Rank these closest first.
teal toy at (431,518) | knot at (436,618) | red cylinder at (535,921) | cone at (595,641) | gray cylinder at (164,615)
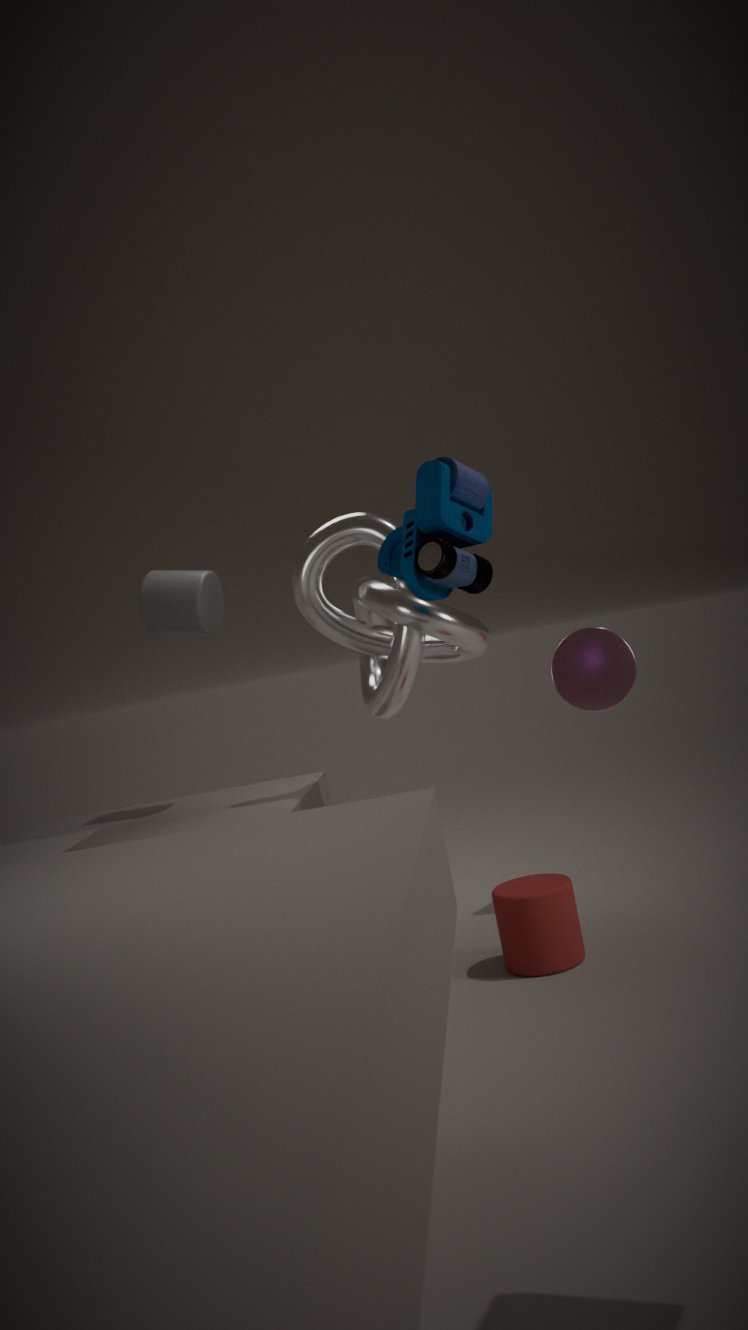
teal toy at (431,518)
red cylinder at (535,921)
knot at (436,618)
cone at (595,641)
gray cylinder at (164,615)
